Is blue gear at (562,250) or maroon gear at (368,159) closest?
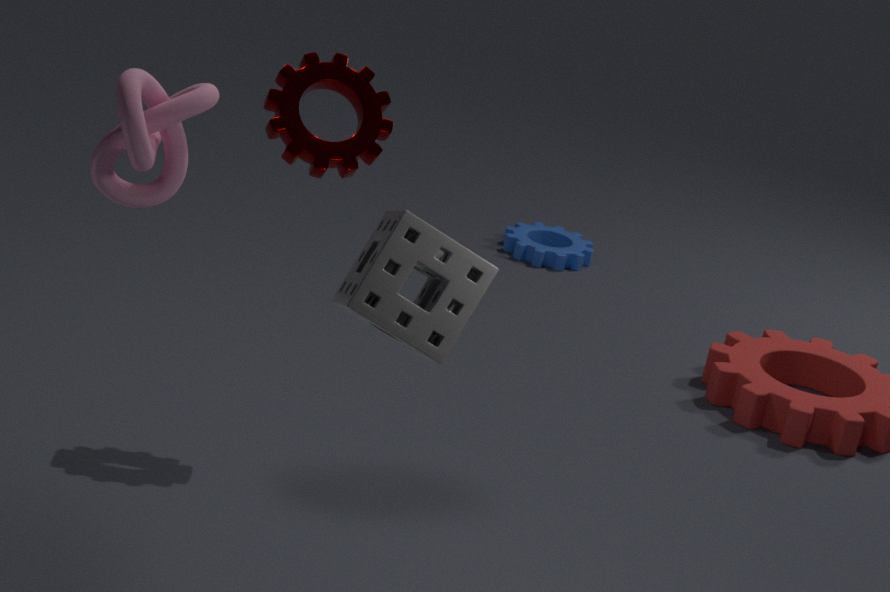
maroon gear at (368,159)
